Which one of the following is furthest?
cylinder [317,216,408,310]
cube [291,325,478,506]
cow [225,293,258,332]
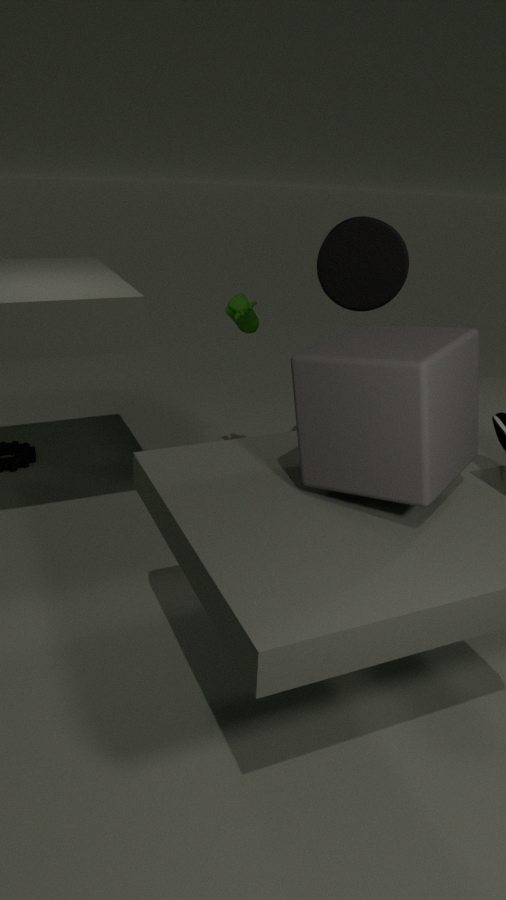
cow [225,293,258,332]
